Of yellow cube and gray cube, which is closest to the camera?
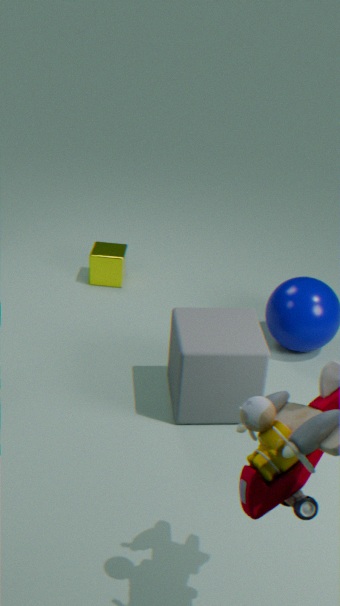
gray cube
